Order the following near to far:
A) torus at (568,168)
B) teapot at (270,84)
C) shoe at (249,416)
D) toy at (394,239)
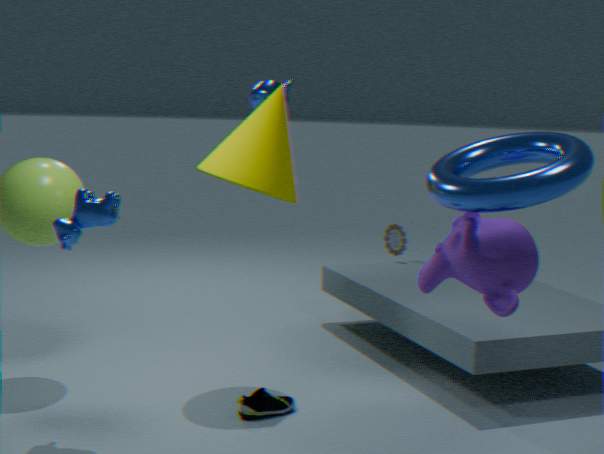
torus at (568,168) → shoe at (249,416) → teapot at (270,84) → toy at (394,239)
